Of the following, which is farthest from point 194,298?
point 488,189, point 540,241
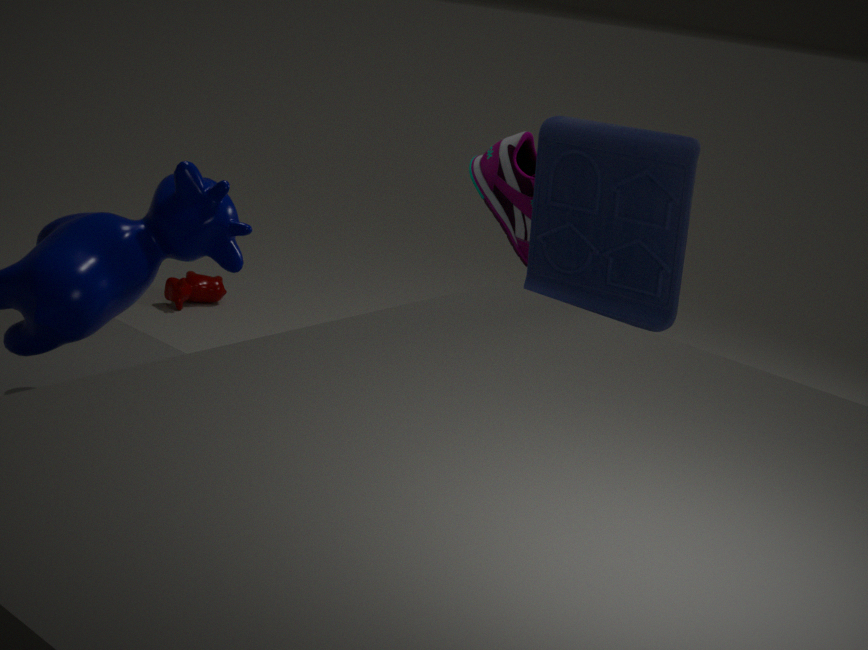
point 540,241
